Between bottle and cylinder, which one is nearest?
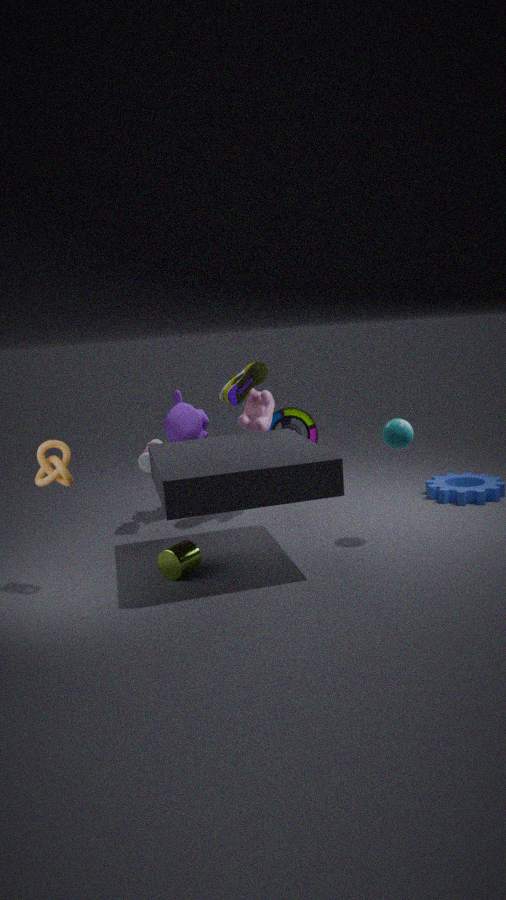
cylinder
